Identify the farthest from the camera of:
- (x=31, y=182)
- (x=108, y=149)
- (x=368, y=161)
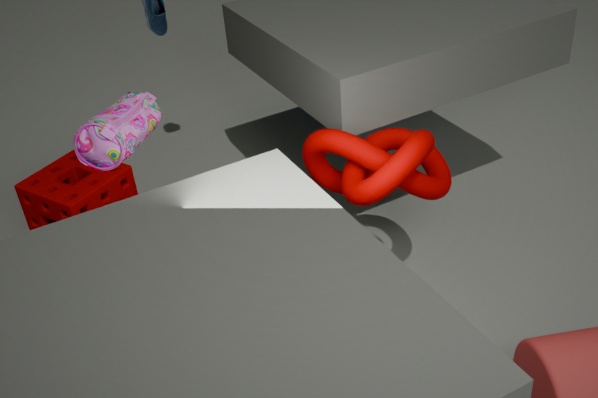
(x=31, y=182)
